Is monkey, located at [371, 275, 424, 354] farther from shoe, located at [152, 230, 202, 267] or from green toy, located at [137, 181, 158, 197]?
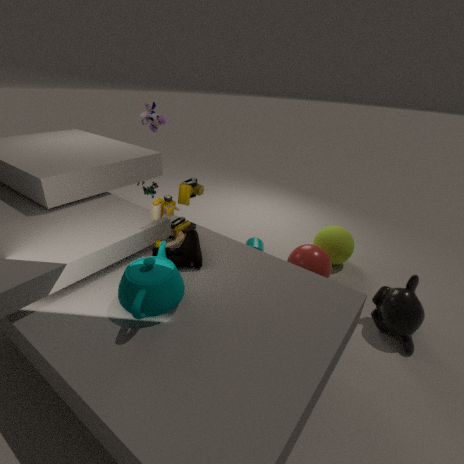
green toy, located at [137, 181, 158, 197]
